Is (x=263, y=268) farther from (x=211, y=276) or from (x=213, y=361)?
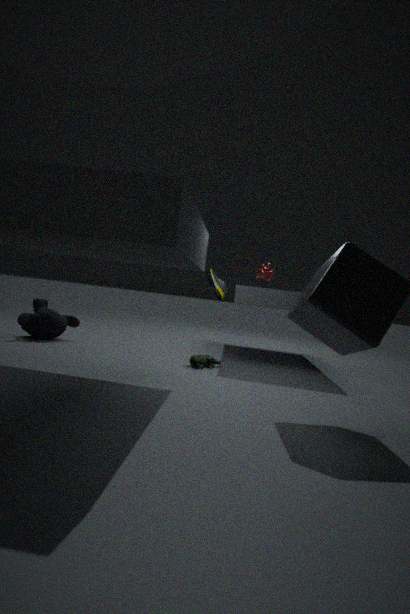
(x=213, y=361)
